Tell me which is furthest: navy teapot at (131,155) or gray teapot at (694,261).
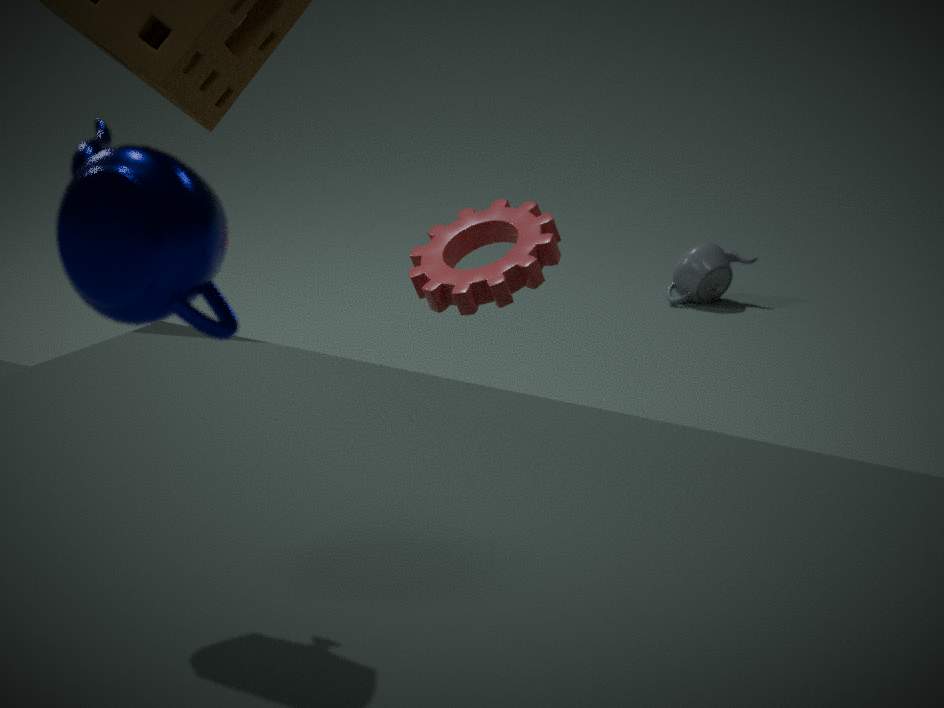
gray teapot at (694,261)
